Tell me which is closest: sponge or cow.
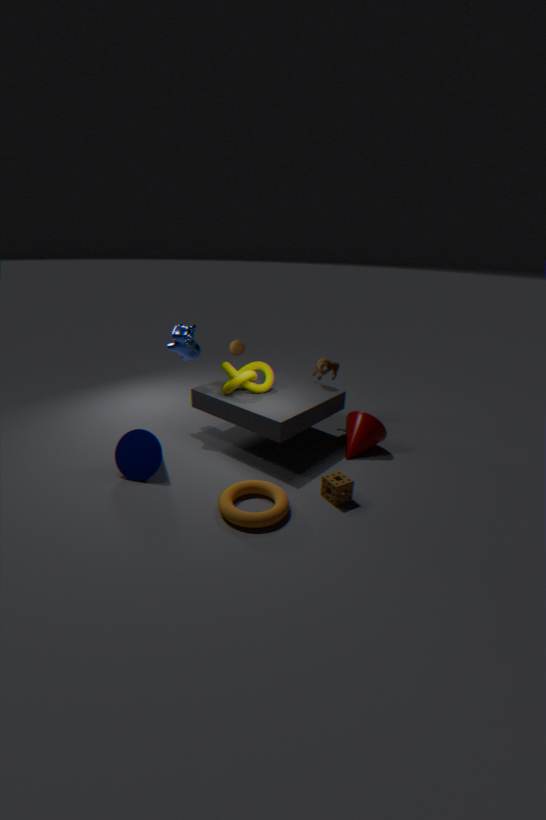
sponge
